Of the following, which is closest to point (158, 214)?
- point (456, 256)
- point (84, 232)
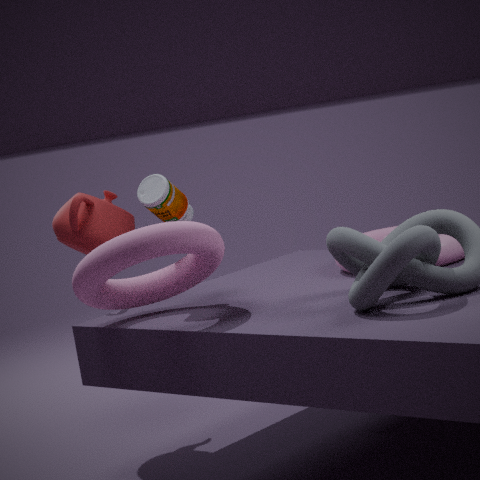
point (84, 232)
